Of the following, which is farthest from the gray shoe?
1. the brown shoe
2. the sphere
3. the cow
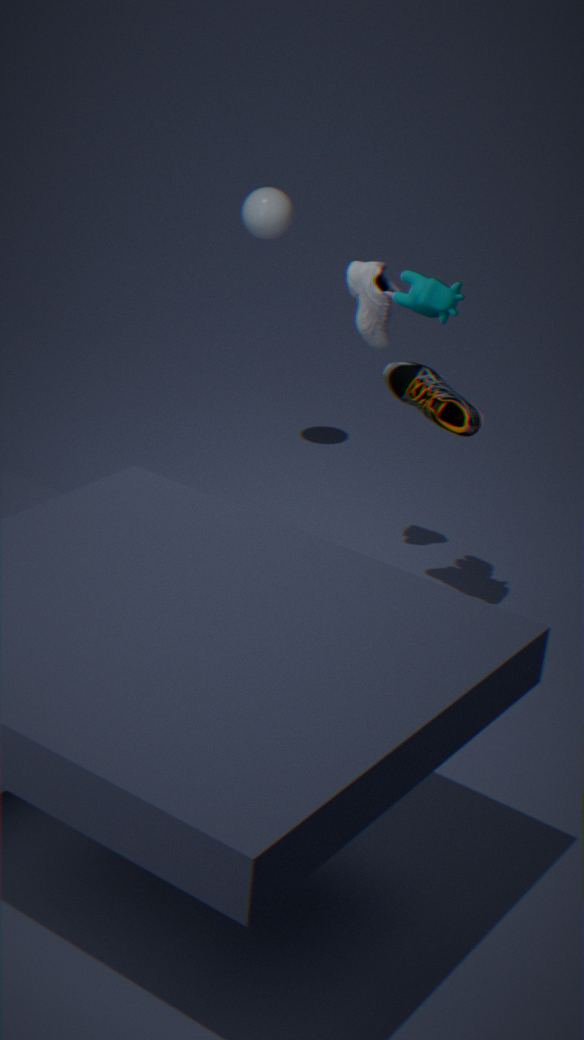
the sphere
